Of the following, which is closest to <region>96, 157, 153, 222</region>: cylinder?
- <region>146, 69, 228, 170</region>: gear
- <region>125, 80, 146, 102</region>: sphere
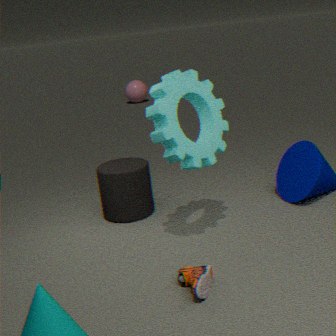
<region>146, 69, 228, 170</region>: gear
